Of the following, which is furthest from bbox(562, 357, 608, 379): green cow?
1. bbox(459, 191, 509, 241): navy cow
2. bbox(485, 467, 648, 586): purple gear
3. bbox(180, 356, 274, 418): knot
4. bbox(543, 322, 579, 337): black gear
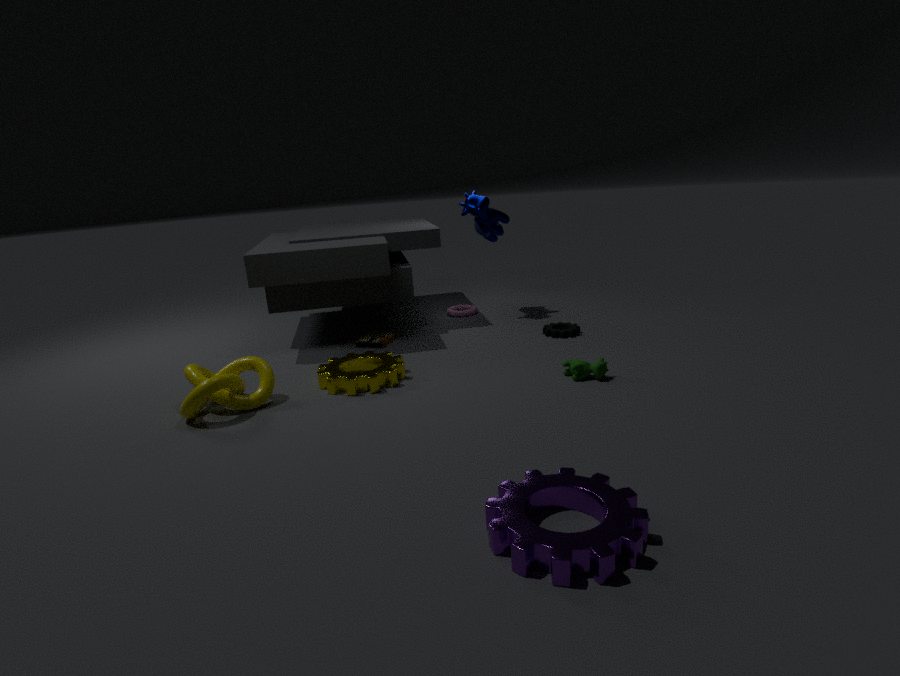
bbox(180, 356, 274, 418): knot
